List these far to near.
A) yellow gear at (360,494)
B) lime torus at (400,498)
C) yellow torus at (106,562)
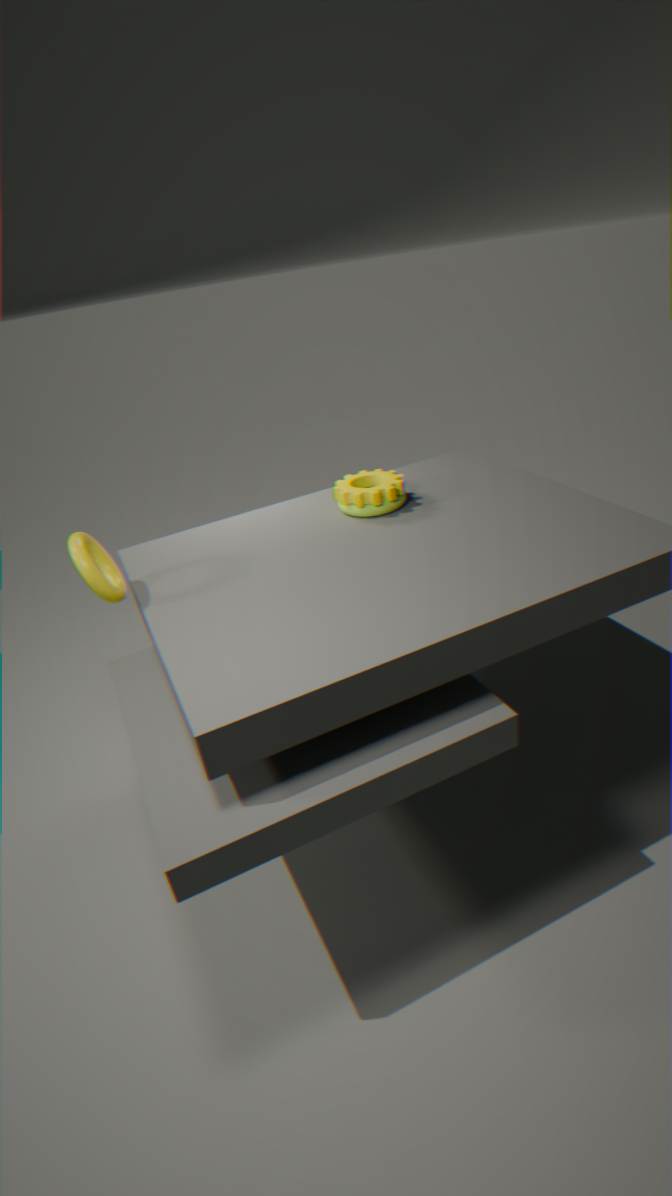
lime torus at (400,498), yellow gear at (360,494), yellow torus at (106,562)
